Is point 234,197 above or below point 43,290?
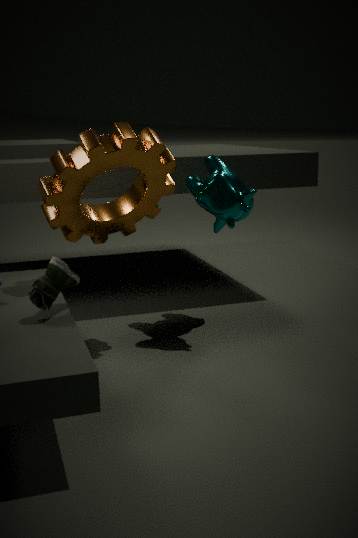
above
